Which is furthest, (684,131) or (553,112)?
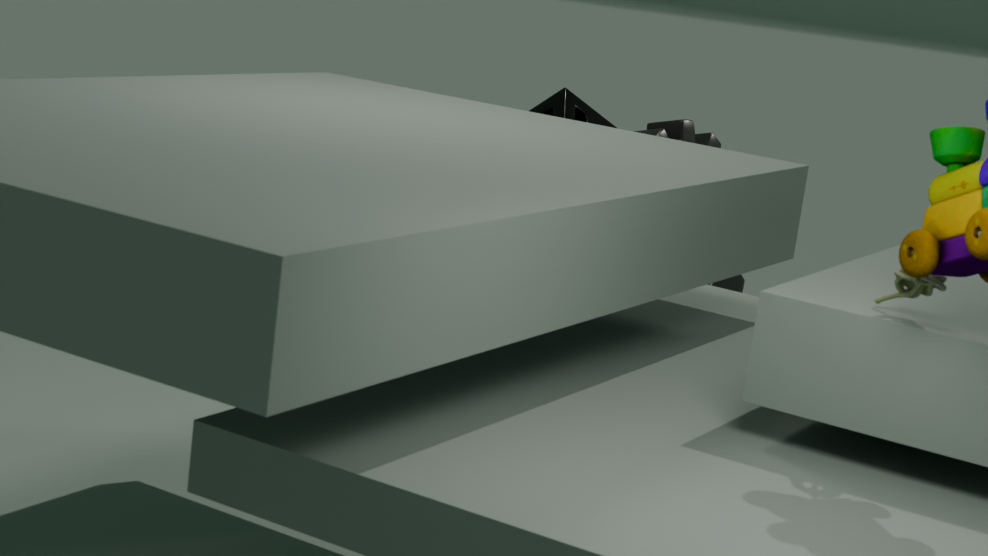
(553,112)
